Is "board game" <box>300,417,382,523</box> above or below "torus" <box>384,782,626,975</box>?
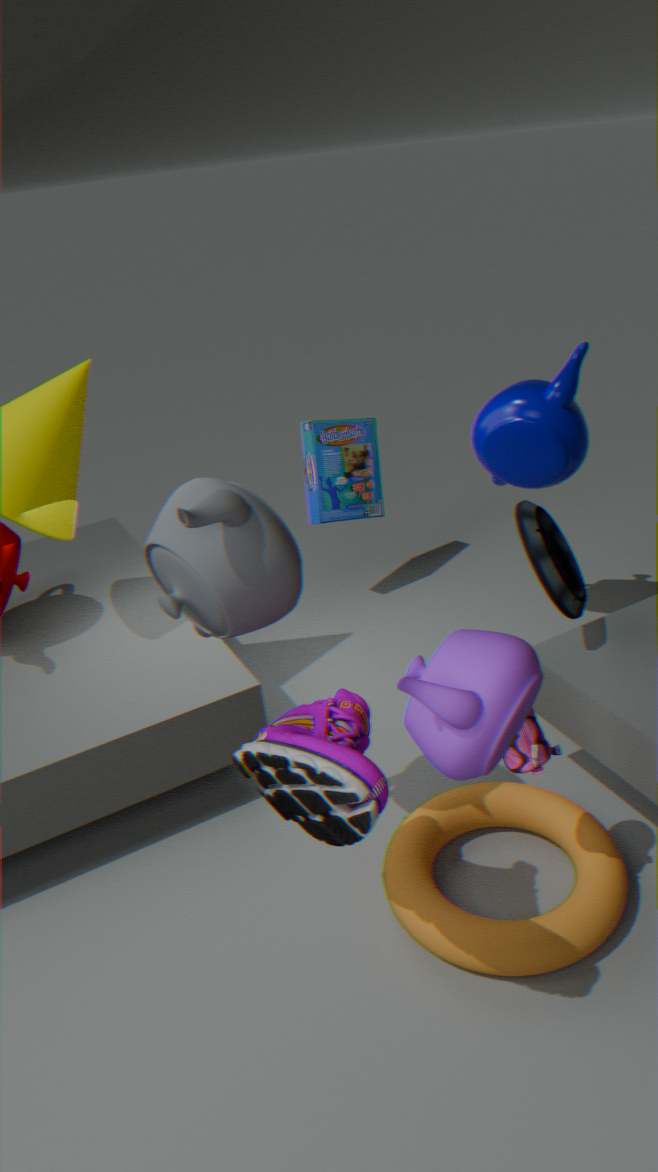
above
